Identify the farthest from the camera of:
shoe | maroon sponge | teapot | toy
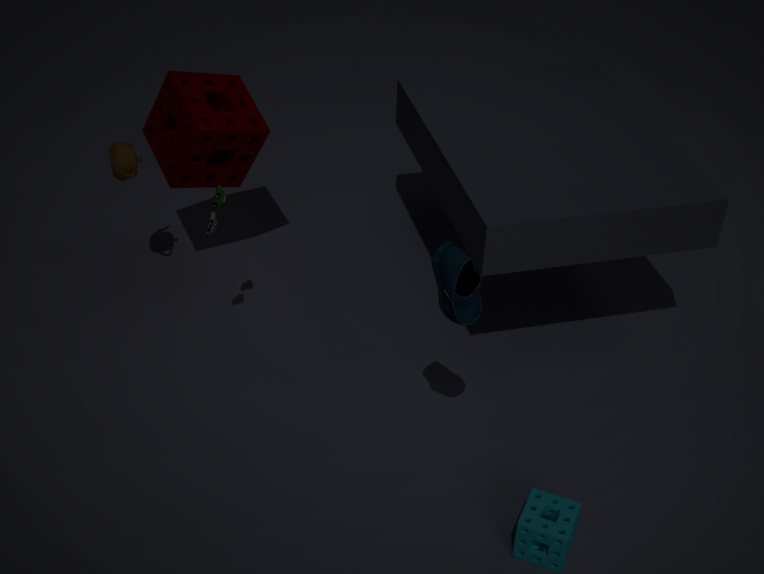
maroon sponge
